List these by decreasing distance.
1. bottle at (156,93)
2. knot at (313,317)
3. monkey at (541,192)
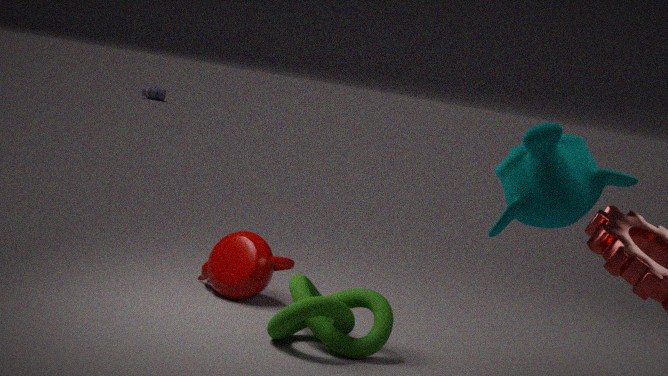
bottle at (156,93)
knot at (313,317)
monkey at (541,192)
